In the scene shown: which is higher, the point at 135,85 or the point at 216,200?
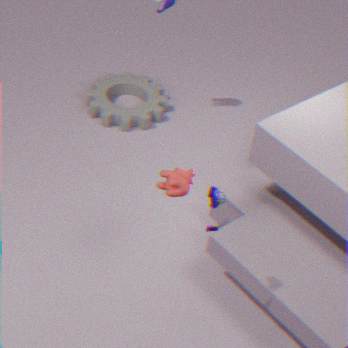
the point at 216,200
